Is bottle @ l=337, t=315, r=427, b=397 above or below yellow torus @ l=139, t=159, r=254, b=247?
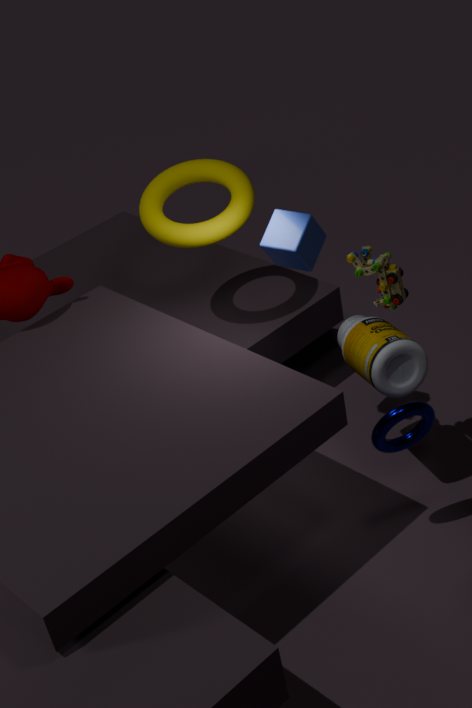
below
